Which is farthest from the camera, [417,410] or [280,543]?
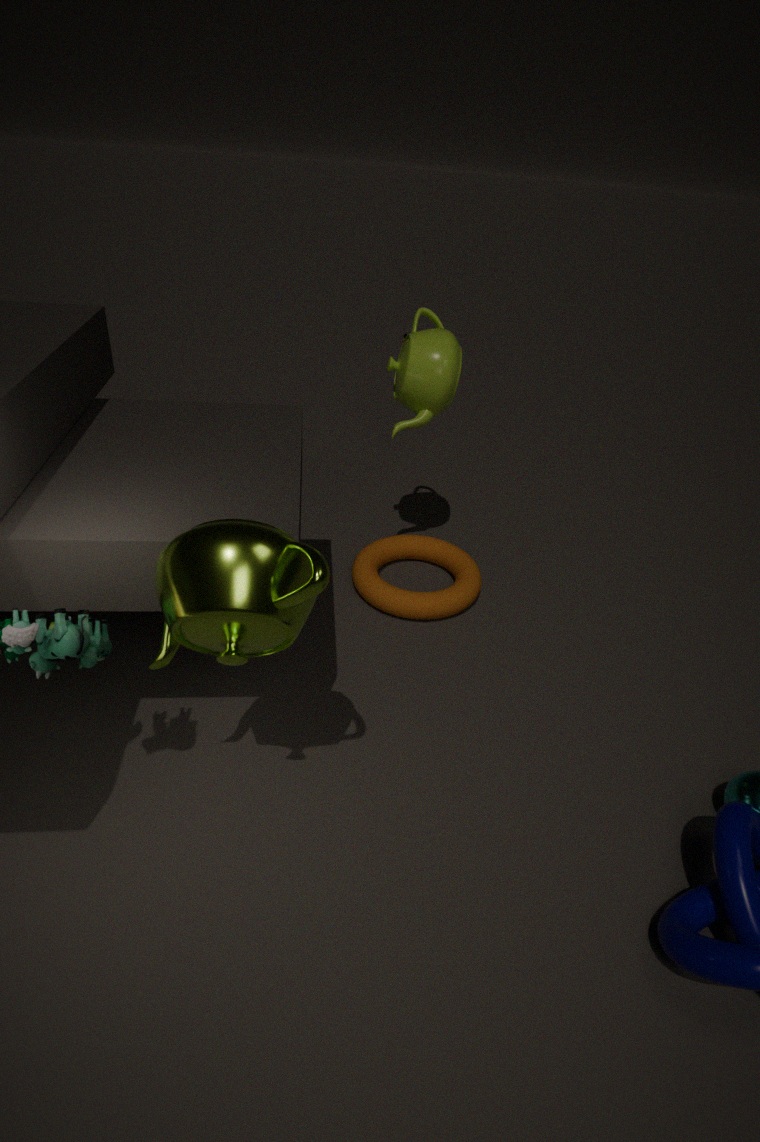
[417,410]
